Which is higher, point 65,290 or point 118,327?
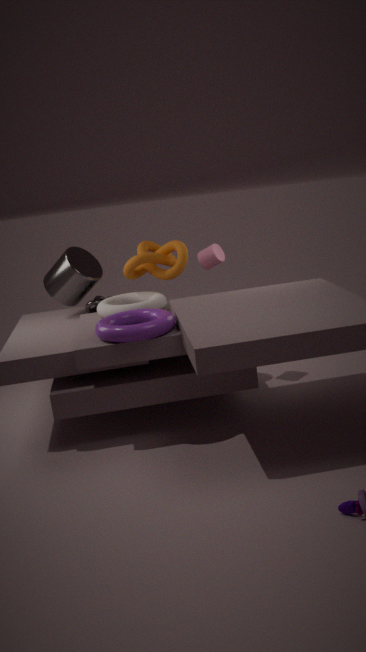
point 65,290
